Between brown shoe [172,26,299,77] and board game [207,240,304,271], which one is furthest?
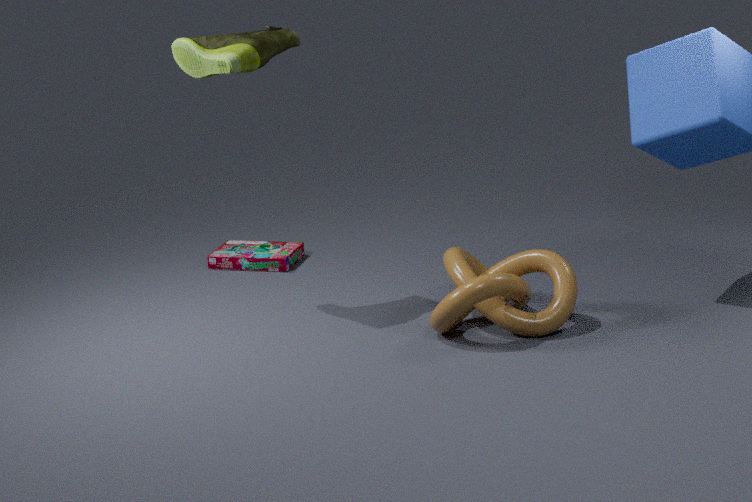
board game [207,240,304,271]
